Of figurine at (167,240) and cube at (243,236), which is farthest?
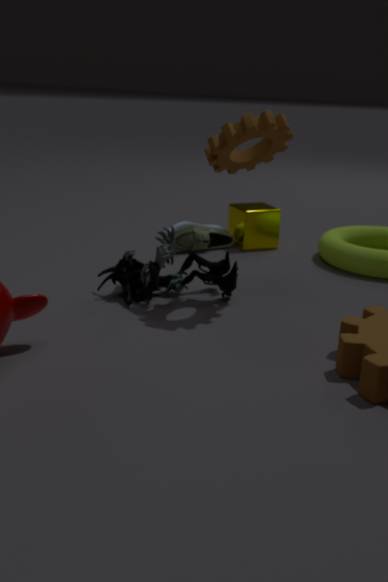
cube at (243,236)
